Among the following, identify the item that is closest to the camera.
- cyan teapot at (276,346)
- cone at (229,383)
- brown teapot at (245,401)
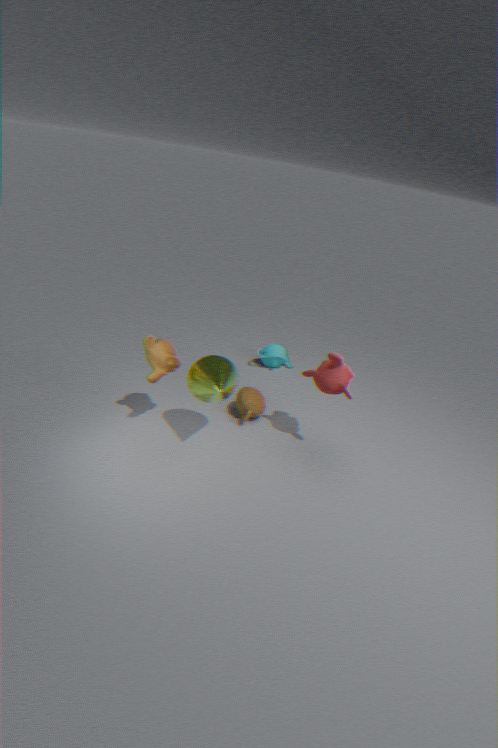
cone at (229,383)
